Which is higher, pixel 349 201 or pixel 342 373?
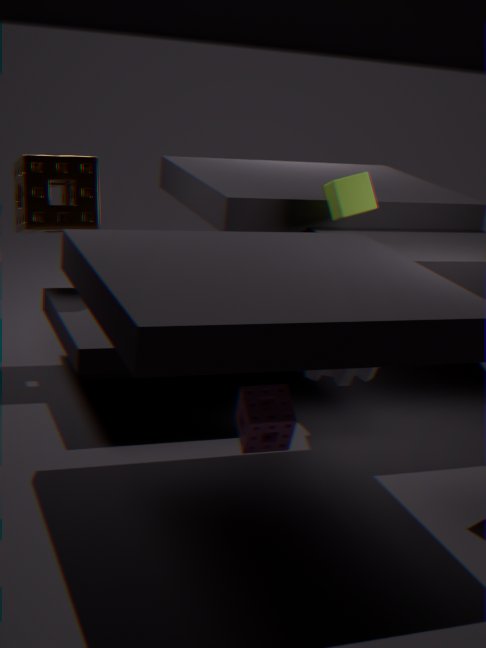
pixel 349 201
